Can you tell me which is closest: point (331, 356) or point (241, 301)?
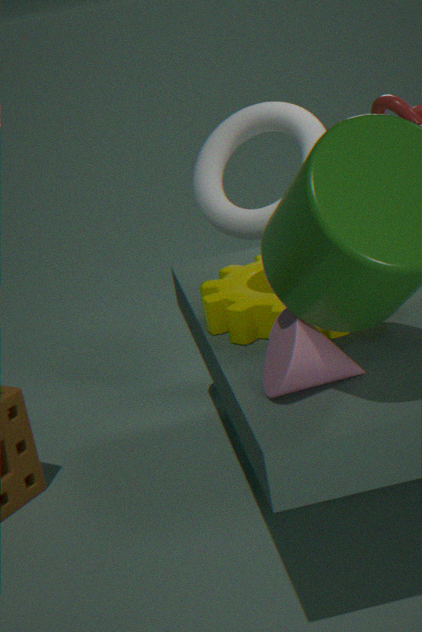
point (331, 356)
